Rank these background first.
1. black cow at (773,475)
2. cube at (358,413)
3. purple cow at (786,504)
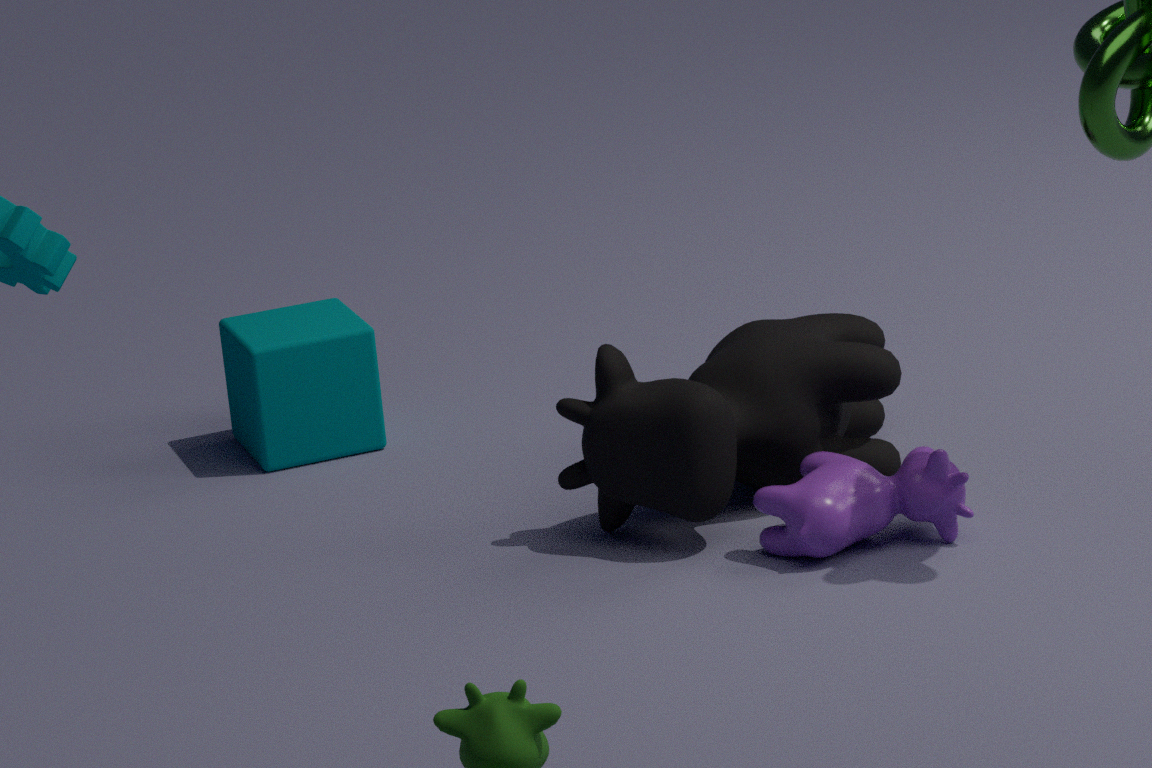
1. cube at (358,413)
2. black cow at (773,475)
3. purple cow at (786,504)
